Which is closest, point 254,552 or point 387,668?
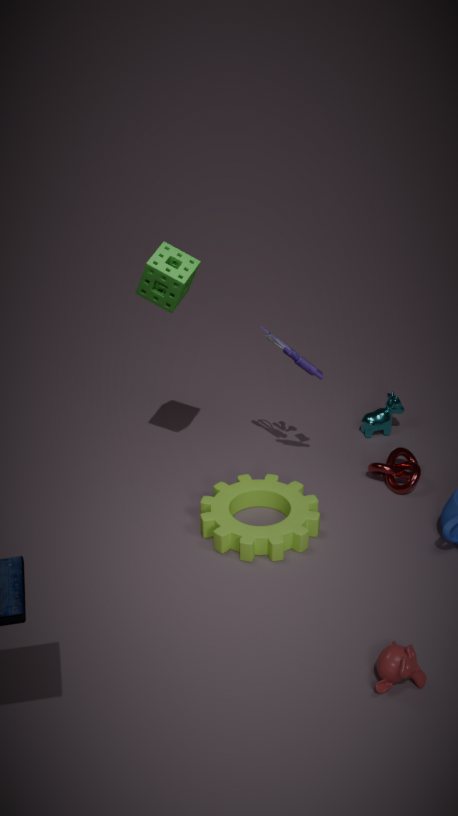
point 387,668
